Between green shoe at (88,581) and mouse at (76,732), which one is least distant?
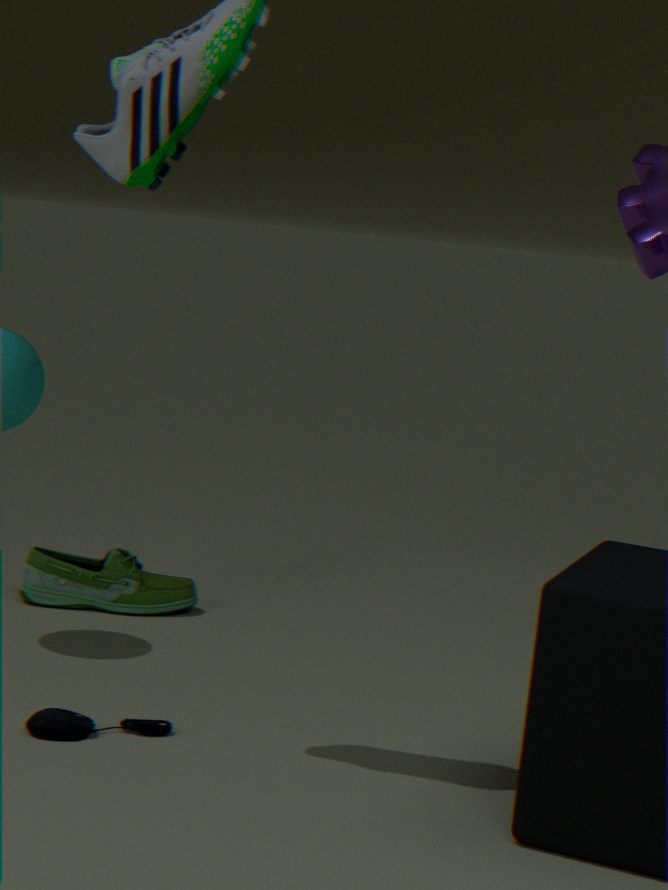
mouse at (76,732)
